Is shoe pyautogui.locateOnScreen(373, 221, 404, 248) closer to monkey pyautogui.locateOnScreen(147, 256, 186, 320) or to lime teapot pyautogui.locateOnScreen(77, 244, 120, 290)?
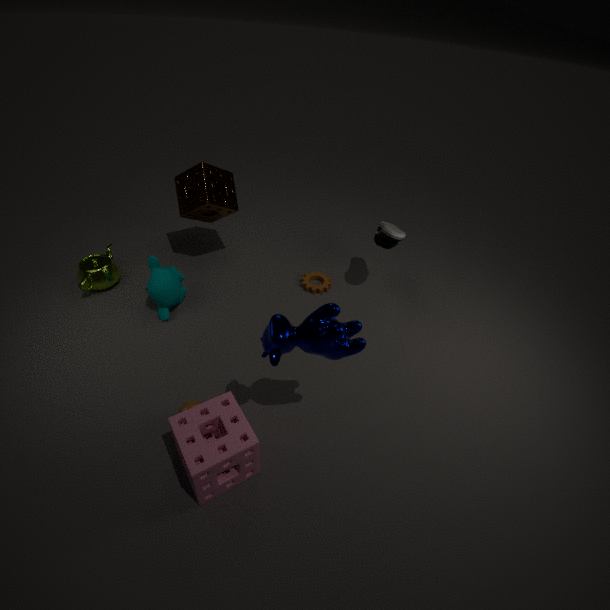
monkey pyautogui.locateOnScreen(147, 256, 186, 320)
